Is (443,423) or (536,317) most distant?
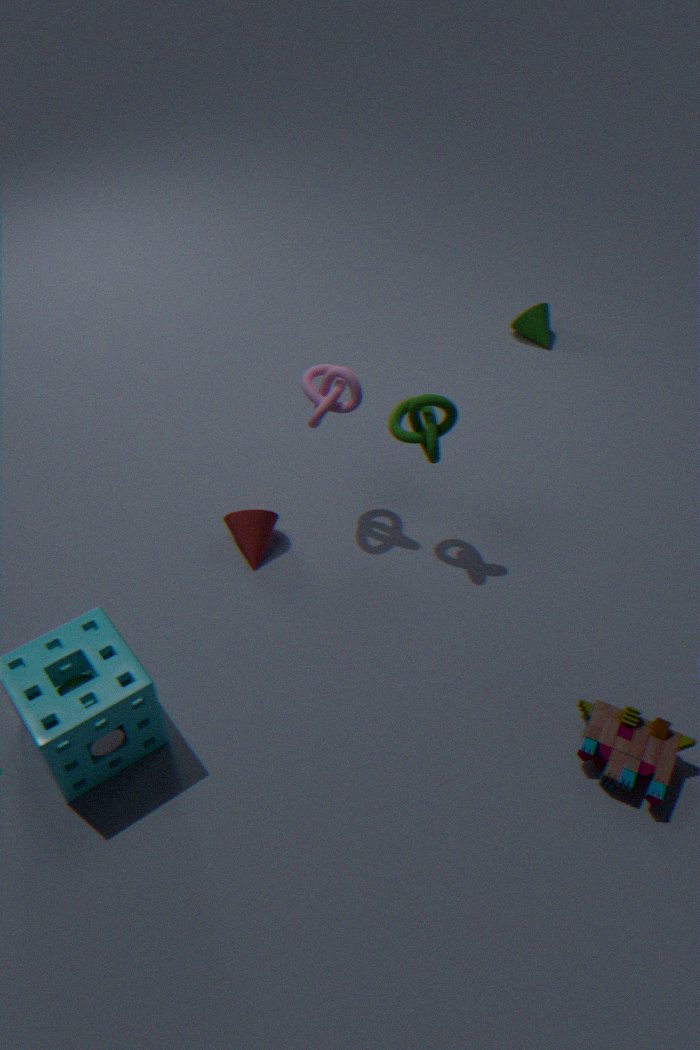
(536,317)
